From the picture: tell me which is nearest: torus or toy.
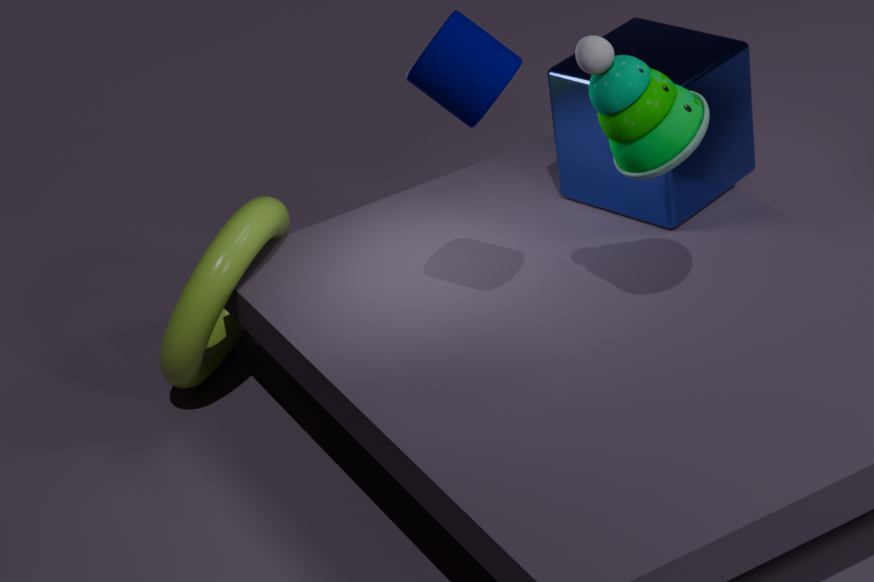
toy
